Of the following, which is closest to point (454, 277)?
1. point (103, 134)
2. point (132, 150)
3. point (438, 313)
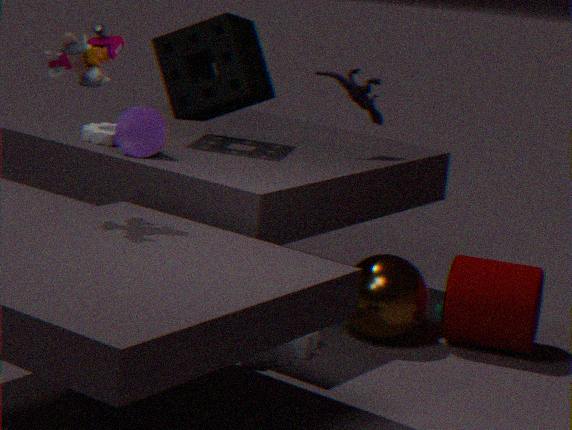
point (438, 313)
